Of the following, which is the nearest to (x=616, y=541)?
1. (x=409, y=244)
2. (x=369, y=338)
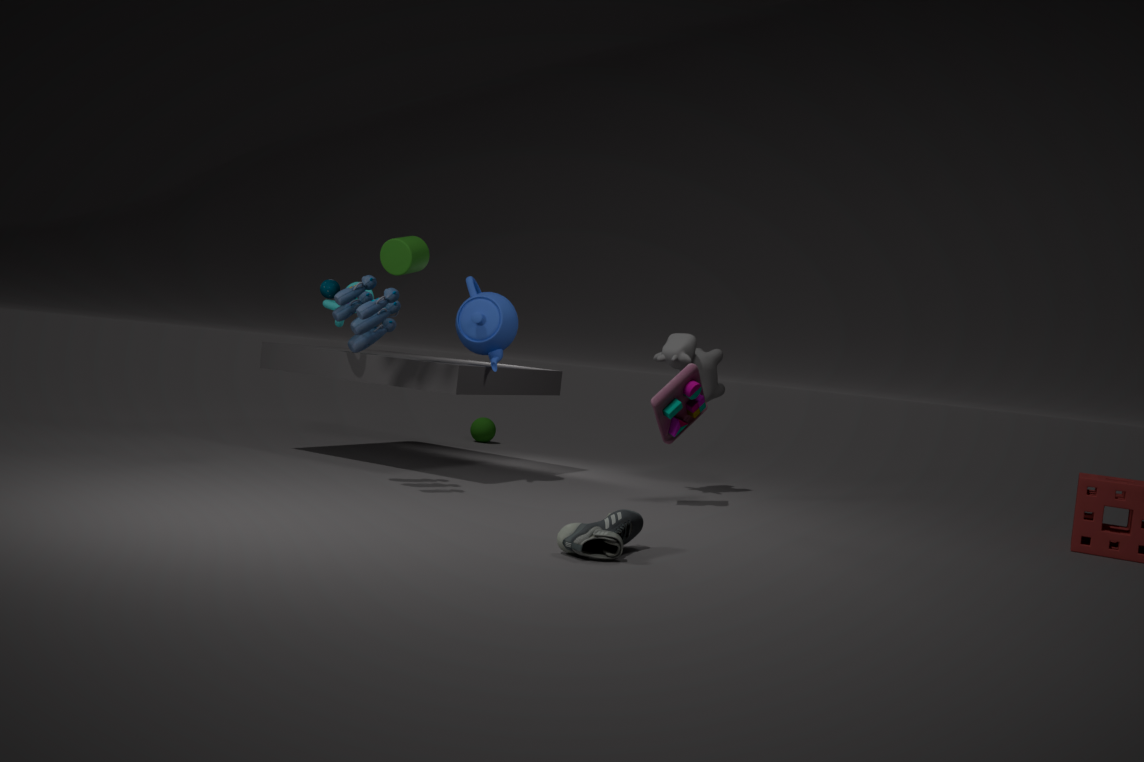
(x=369, y=338)
